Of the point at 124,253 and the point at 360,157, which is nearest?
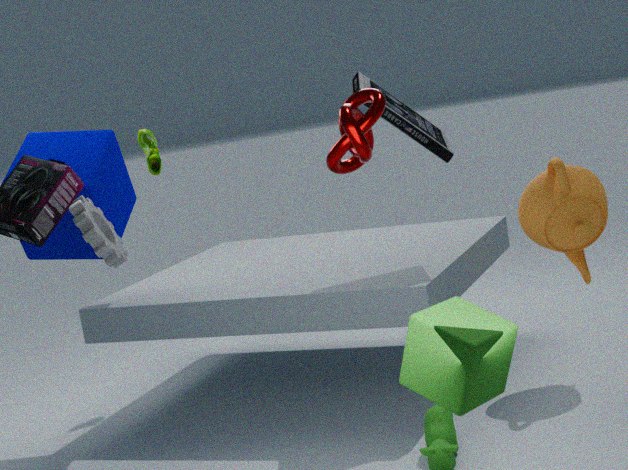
the point at 360,157
